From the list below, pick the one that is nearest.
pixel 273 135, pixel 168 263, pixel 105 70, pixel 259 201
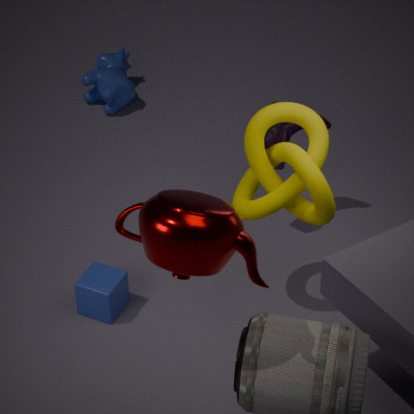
pixel 168 263
